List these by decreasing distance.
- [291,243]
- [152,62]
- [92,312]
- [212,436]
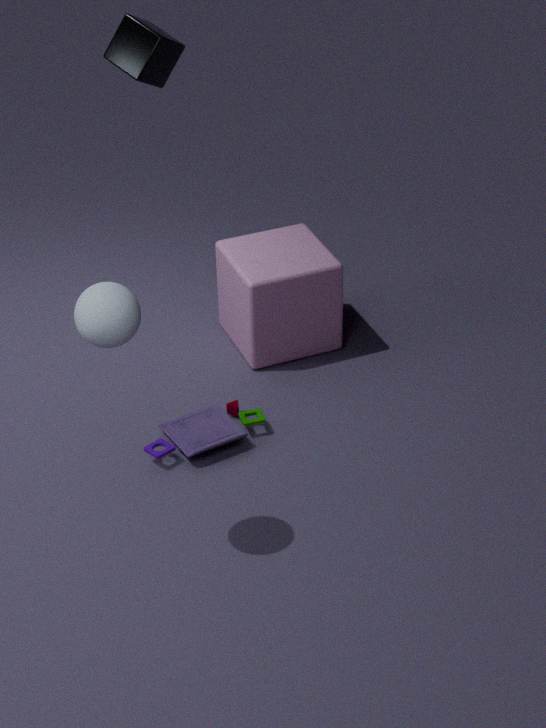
[291,243], [152,62], [212,436], [92,312]
